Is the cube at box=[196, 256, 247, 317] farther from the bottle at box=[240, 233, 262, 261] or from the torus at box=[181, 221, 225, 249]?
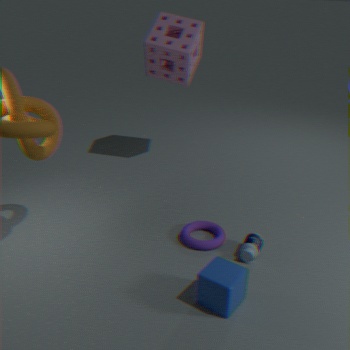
the torus at box=[181, 221, 225, 249]
